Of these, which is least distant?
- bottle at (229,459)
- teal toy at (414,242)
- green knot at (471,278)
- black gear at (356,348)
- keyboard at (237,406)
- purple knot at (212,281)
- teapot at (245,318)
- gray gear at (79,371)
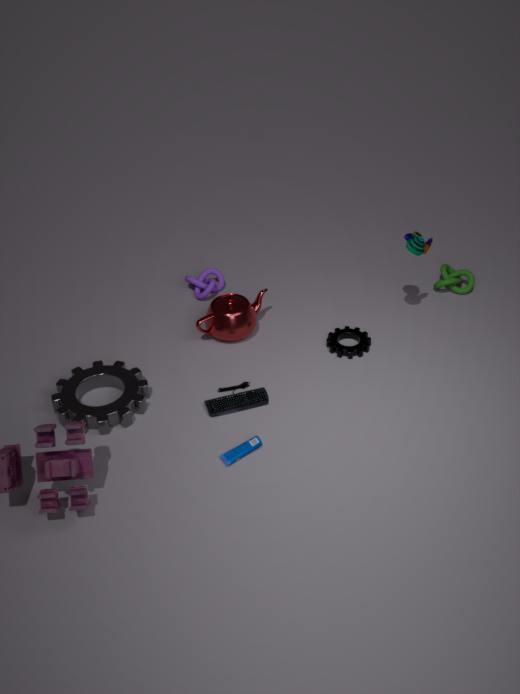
bottle at (229,459)
